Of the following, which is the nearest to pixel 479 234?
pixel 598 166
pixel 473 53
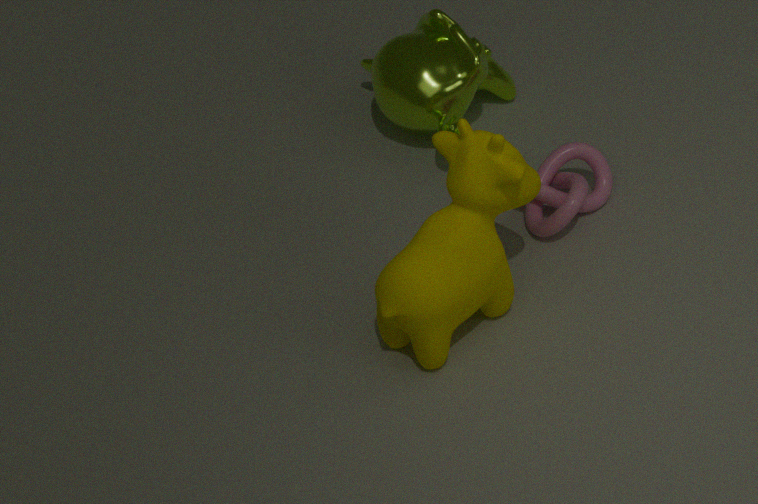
pixel 598 166
